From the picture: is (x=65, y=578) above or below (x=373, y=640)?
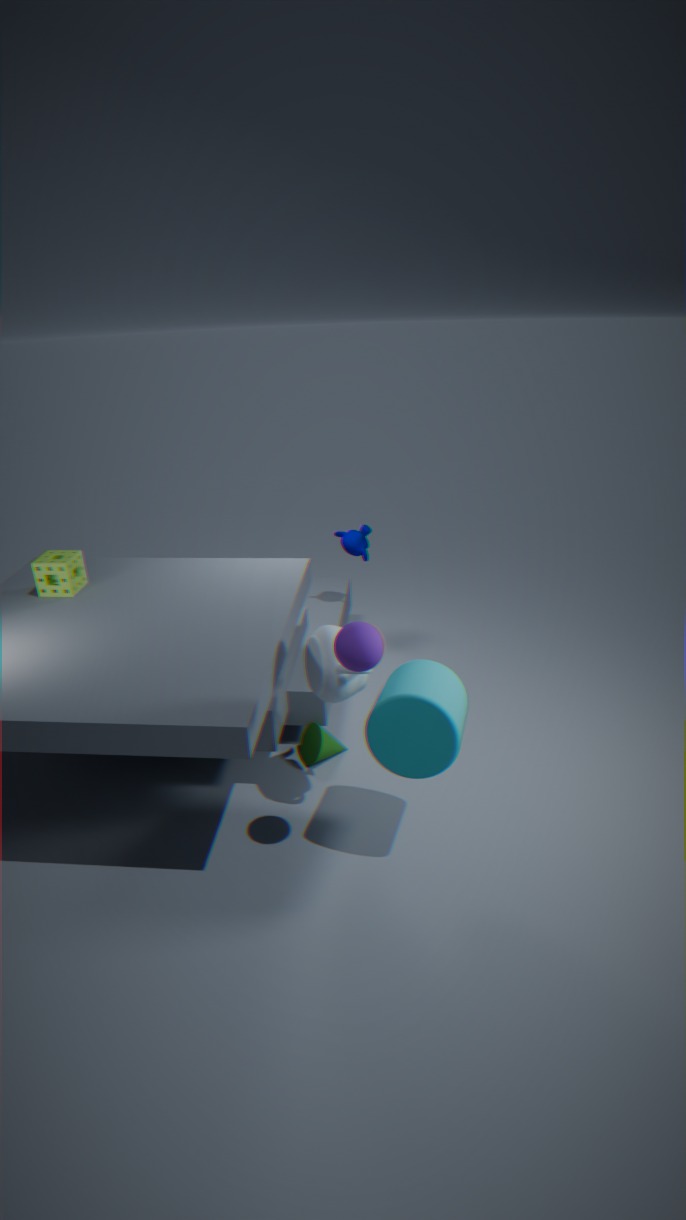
below
